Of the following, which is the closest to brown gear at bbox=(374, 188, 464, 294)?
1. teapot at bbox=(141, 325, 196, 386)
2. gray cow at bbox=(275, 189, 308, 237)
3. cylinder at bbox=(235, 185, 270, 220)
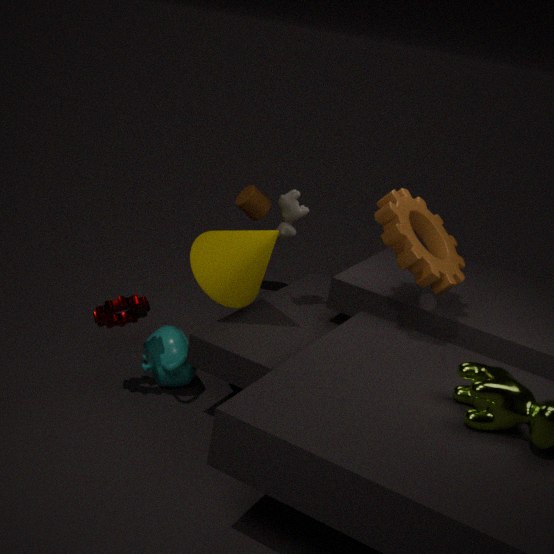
gray cow at bbox=(275, 189, 308, 237)
